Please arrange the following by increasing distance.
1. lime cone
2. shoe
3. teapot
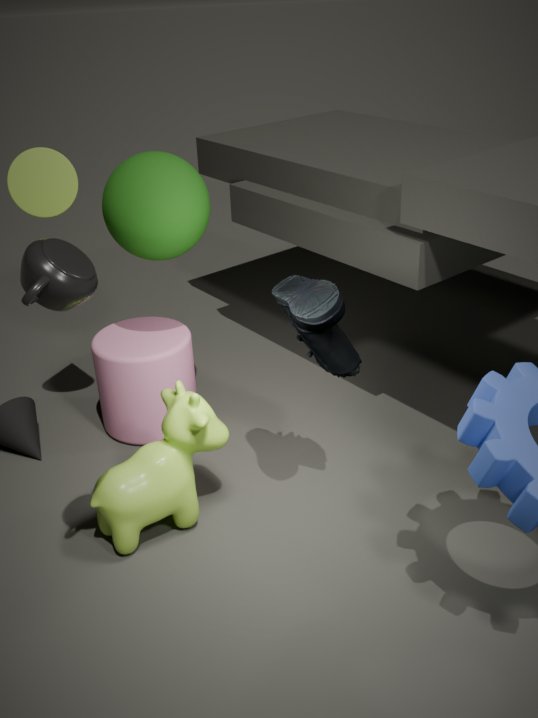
1. teapot
2. shoe
3. lime cone
